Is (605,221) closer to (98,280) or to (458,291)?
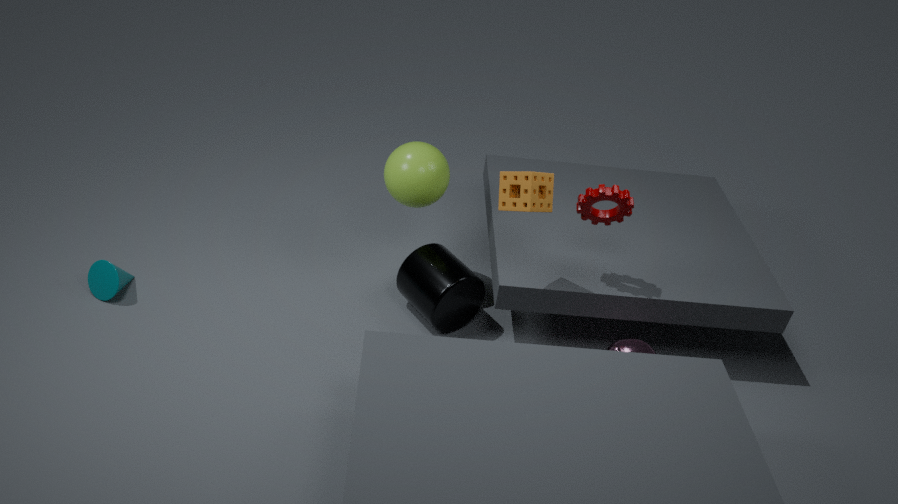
(458,291)
